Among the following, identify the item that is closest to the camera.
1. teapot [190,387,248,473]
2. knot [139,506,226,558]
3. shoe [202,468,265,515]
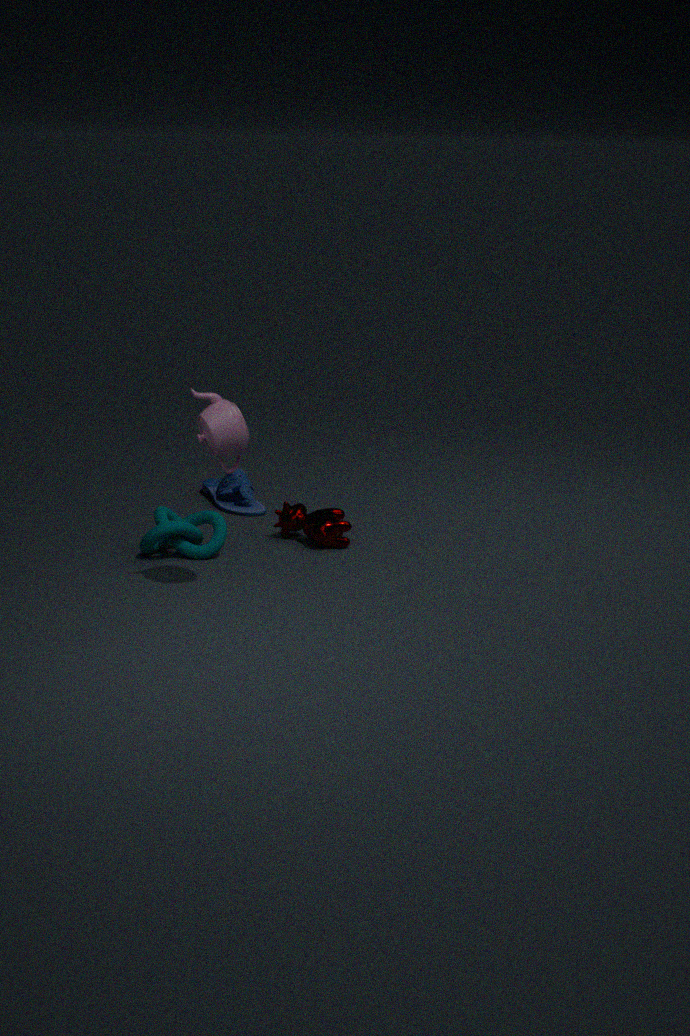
teapot [190,387,248,473]
